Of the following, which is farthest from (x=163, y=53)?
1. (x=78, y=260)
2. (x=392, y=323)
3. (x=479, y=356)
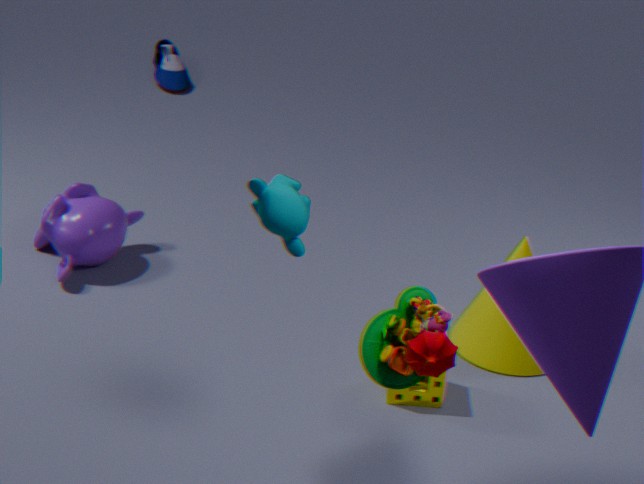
(x=392, y=323)
